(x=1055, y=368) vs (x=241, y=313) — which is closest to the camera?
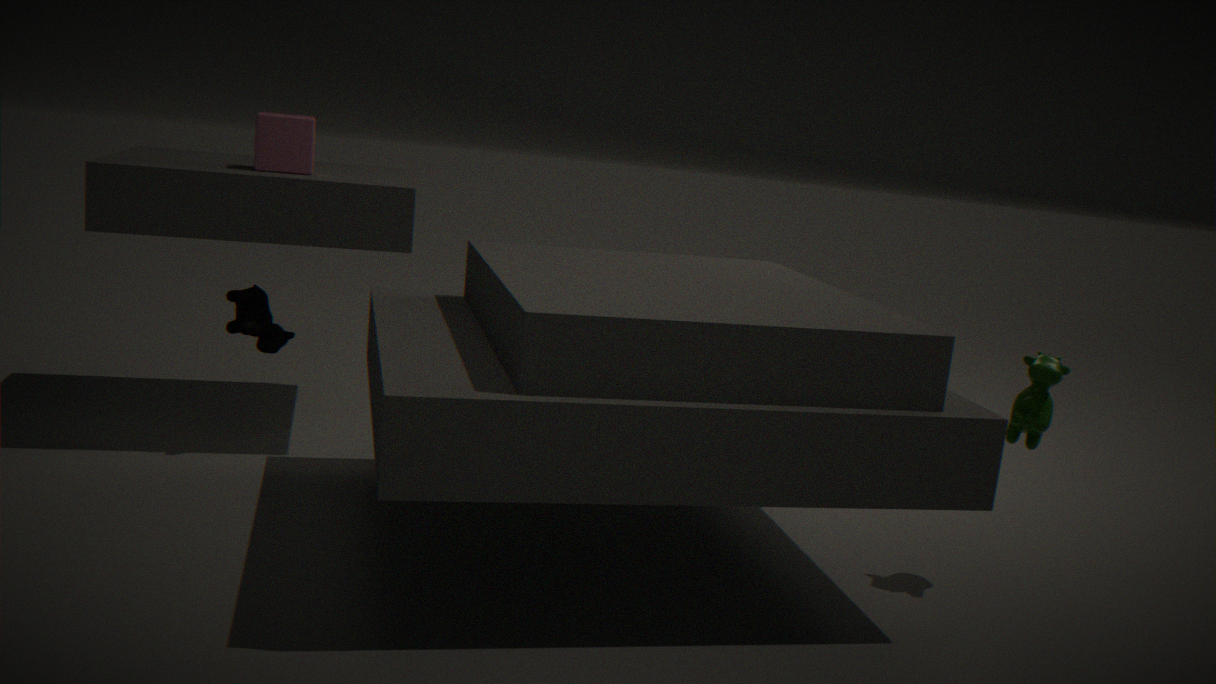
(x=1055, y=368)
